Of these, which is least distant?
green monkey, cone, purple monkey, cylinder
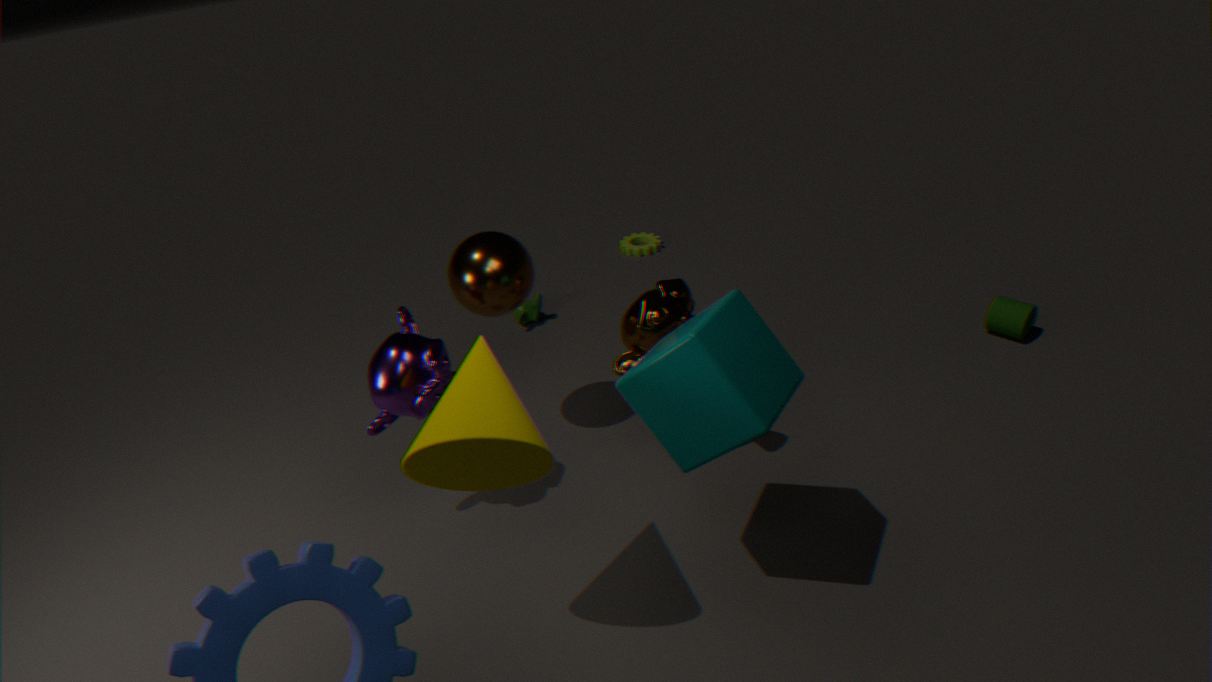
cone
